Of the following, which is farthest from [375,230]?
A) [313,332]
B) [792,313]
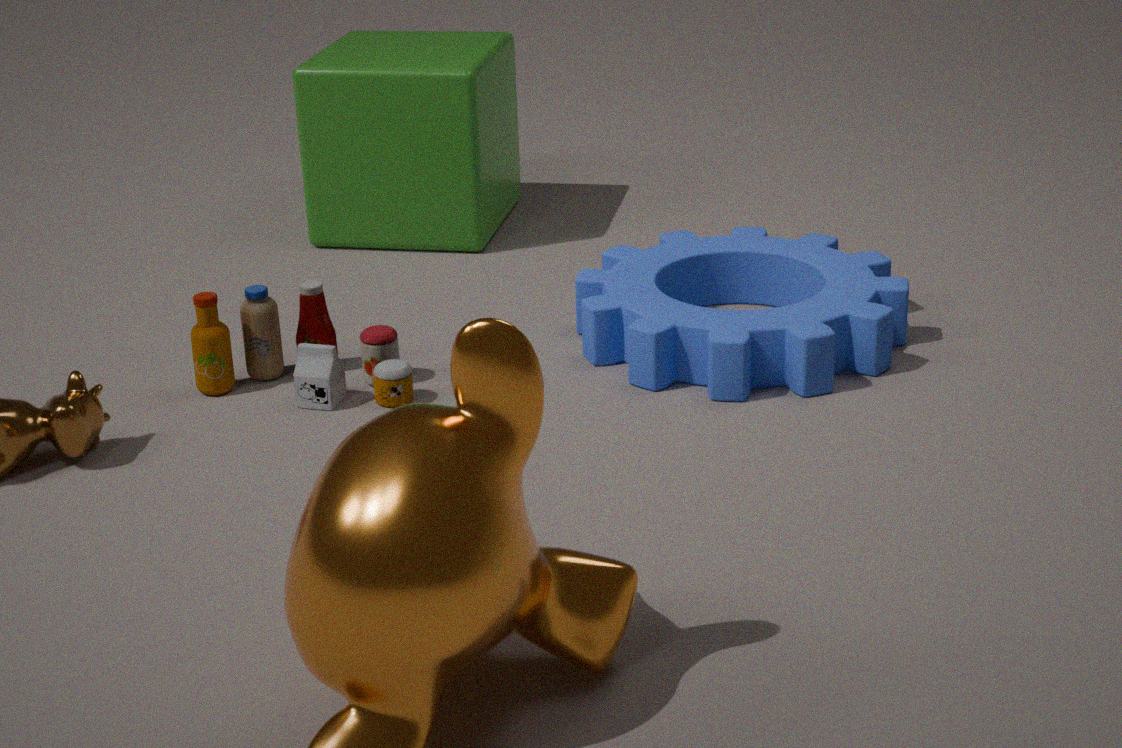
[792,313]
